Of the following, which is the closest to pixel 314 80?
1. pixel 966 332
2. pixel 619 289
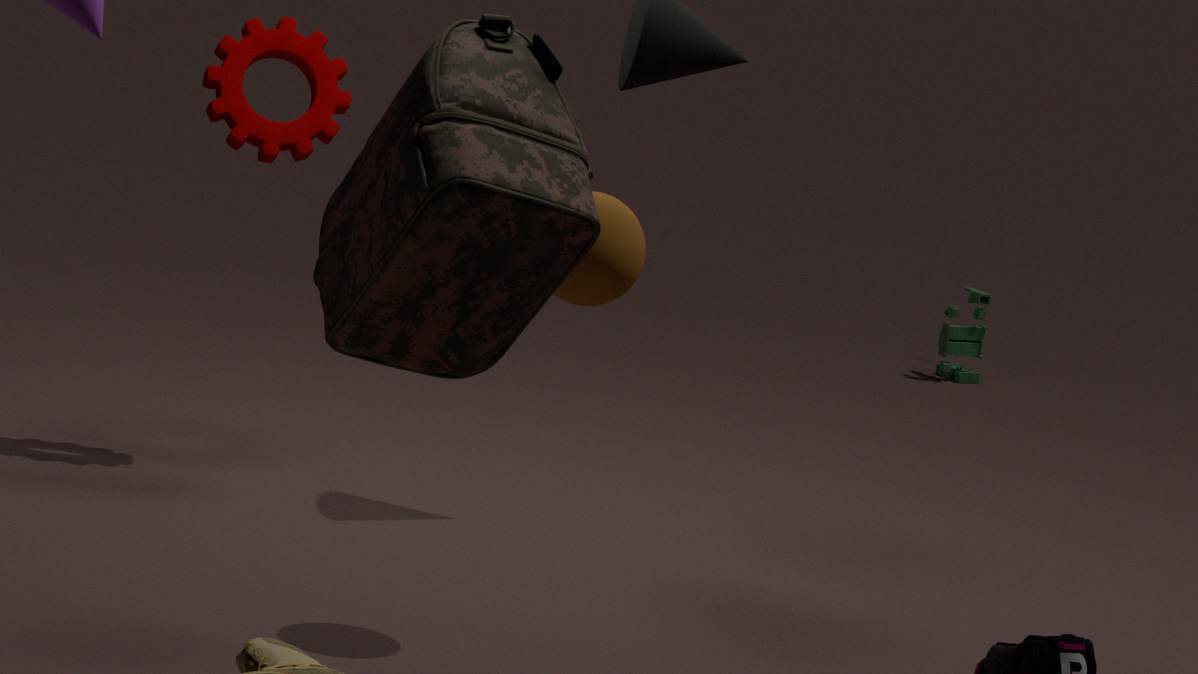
pixel 619 289
